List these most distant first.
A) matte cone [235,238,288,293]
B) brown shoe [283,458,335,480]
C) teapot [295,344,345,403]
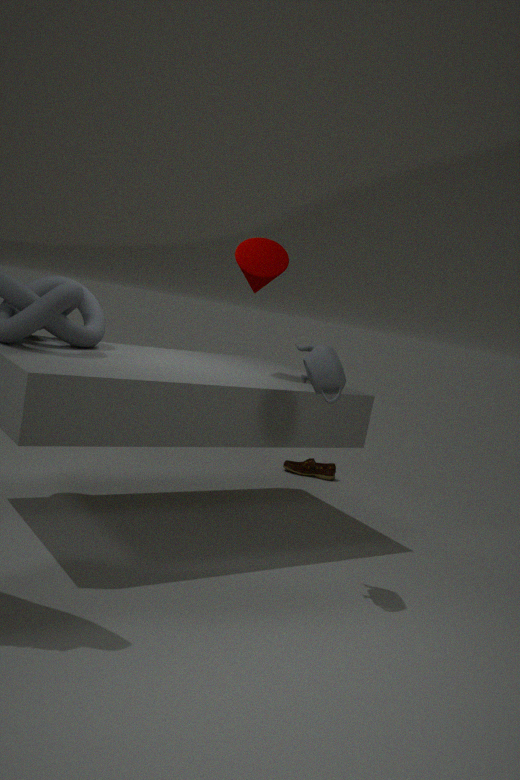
brown shoe [283,458,335,480], matte cone [235,238,288,293], teapot [295,344,345,403]
